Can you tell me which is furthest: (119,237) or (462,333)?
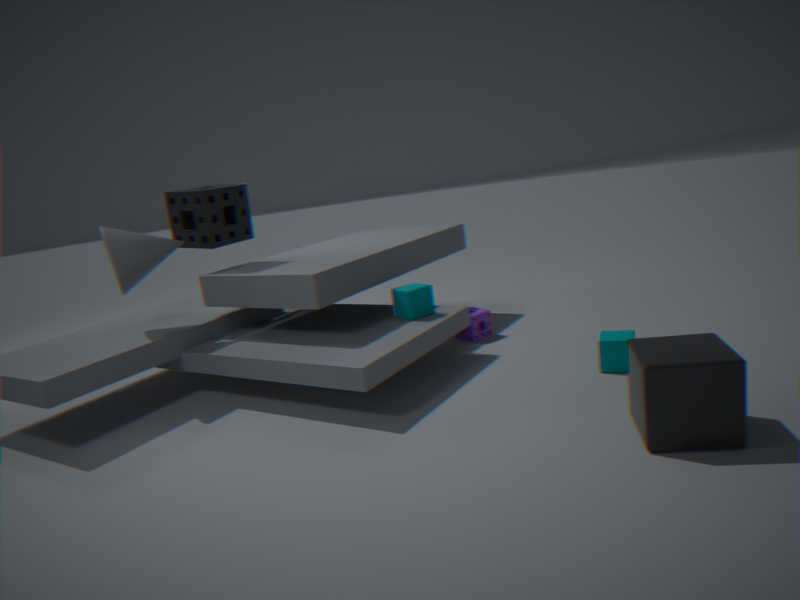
(462,333)
